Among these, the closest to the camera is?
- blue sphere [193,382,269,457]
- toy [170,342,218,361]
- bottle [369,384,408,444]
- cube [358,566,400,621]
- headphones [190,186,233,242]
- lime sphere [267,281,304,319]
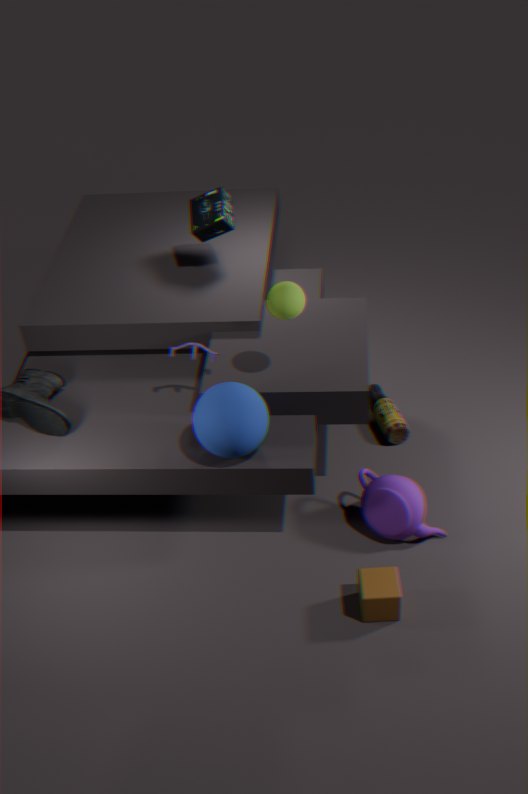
cube [358,566,400,621]
